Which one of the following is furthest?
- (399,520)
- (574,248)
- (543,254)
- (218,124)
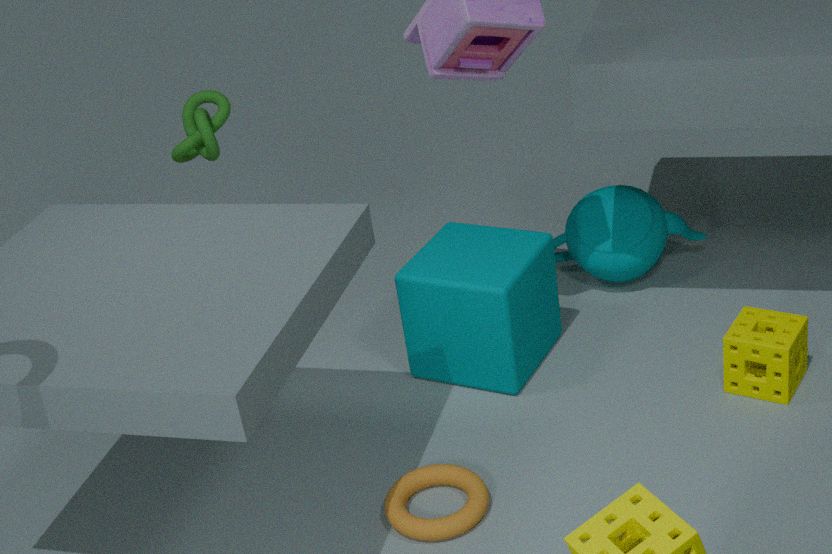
(218,124)
